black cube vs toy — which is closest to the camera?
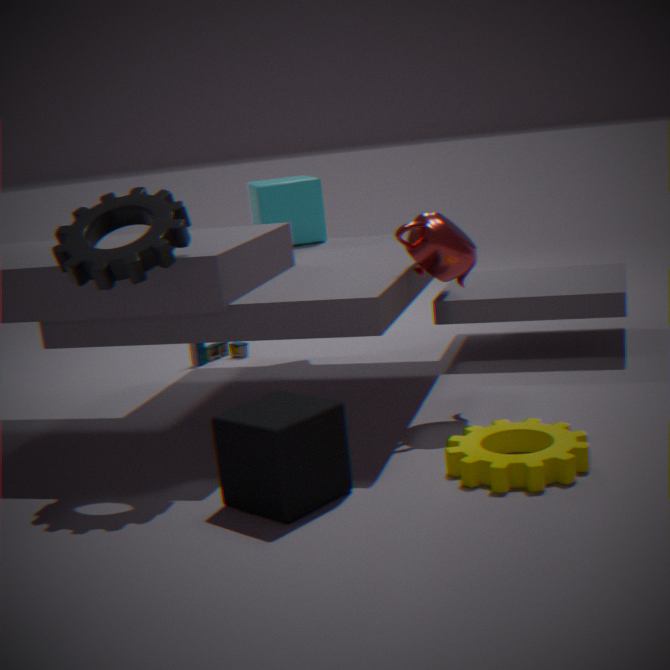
black cube
